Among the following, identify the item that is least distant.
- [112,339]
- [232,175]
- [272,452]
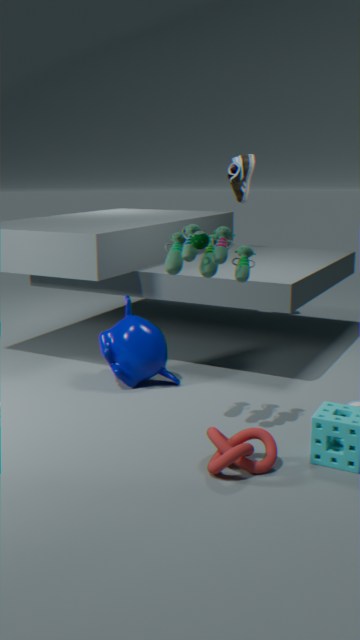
[272,452]
